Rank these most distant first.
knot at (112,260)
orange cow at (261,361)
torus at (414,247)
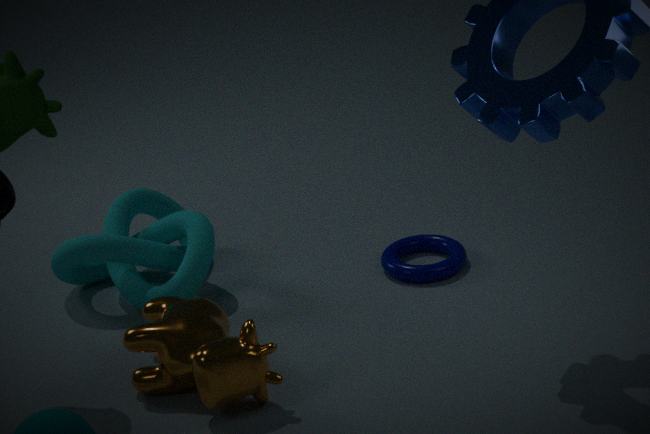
torus at (414,247) < knot at (112,260) < orange cow at (261,361)
